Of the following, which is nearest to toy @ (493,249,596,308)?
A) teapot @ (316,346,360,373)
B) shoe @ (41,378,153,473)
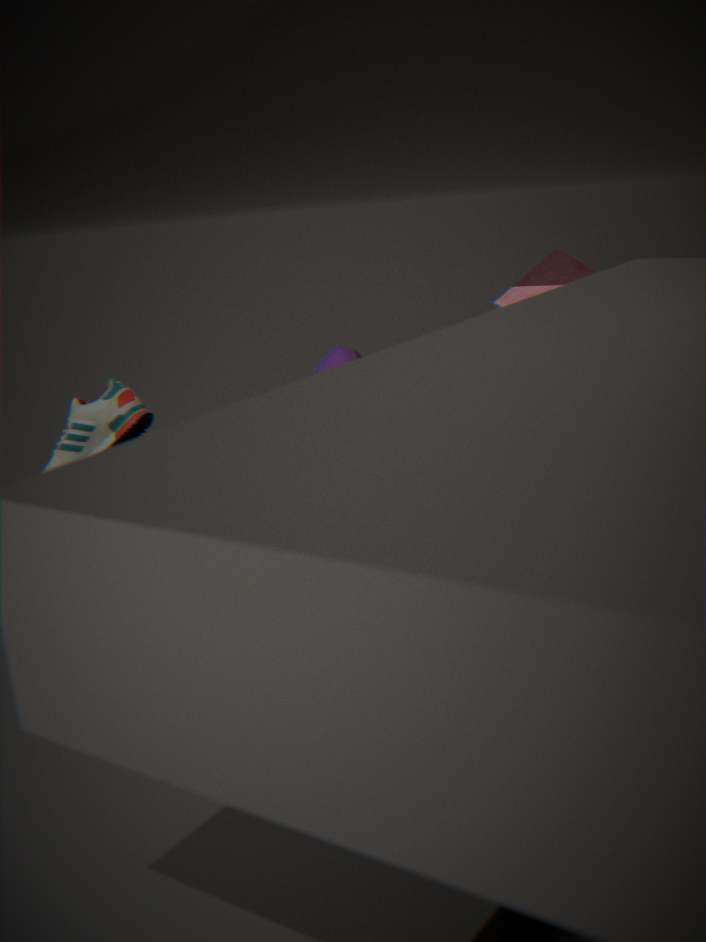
shoe @ (41,378,153,473)
